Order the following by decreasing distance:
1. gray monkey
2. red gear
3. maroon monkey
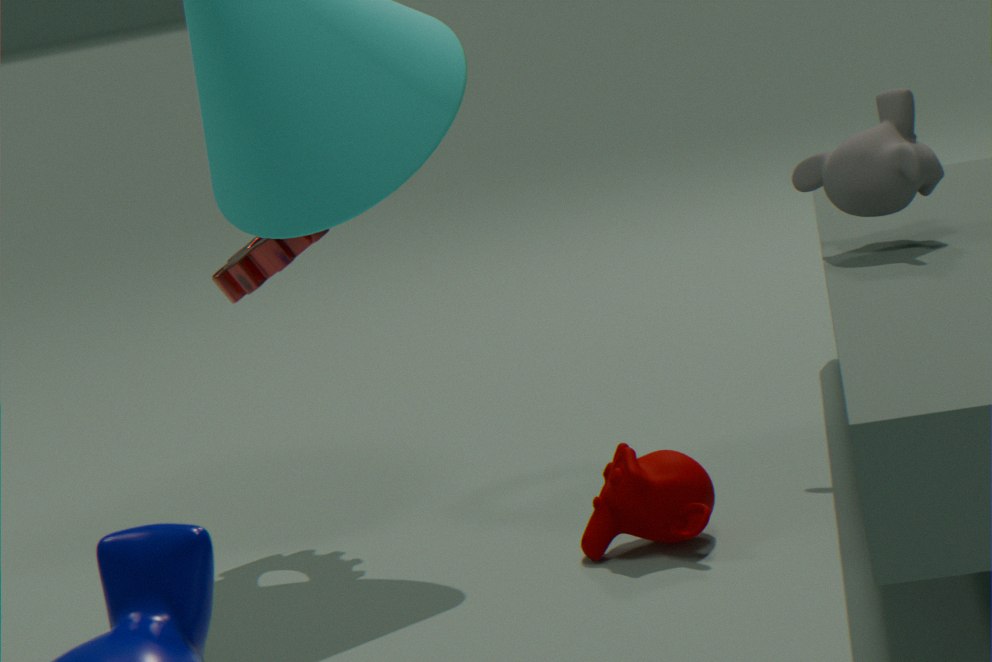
red gear
gray monkey
maroon monkey
